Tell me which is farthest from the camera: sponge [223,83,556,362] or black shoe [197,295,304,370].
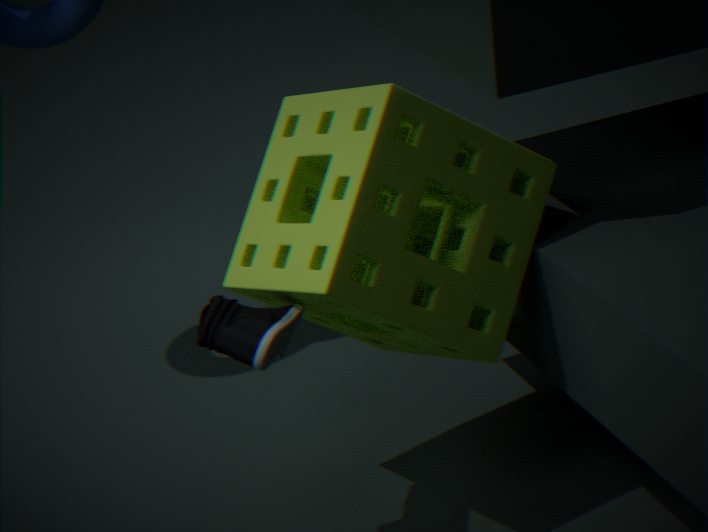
sponge [223,83,556,362]
